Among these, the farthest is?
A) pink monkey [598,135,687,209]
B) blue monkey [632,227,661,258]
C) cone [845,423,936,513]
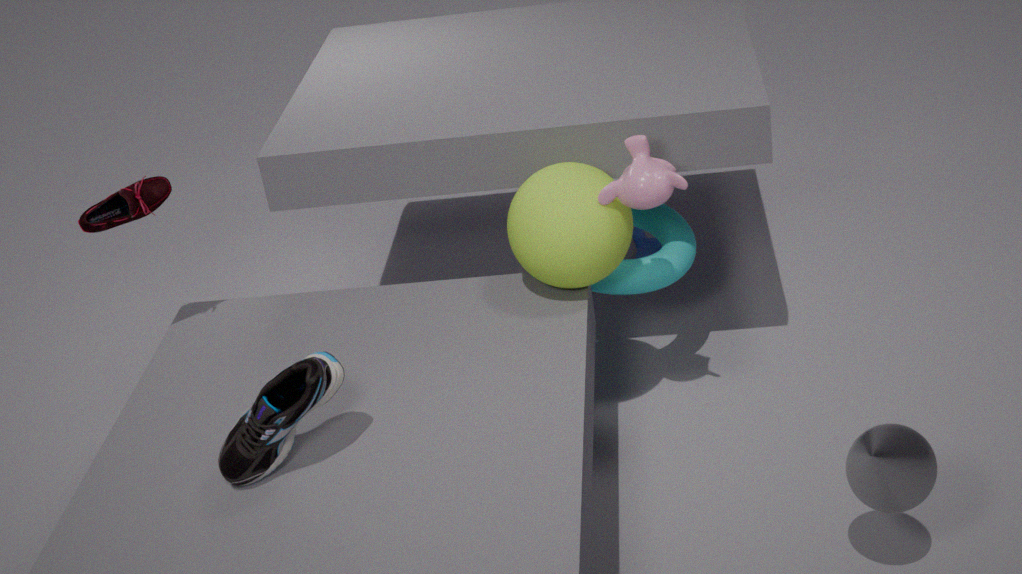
blue monkey [632,227,661,258]
